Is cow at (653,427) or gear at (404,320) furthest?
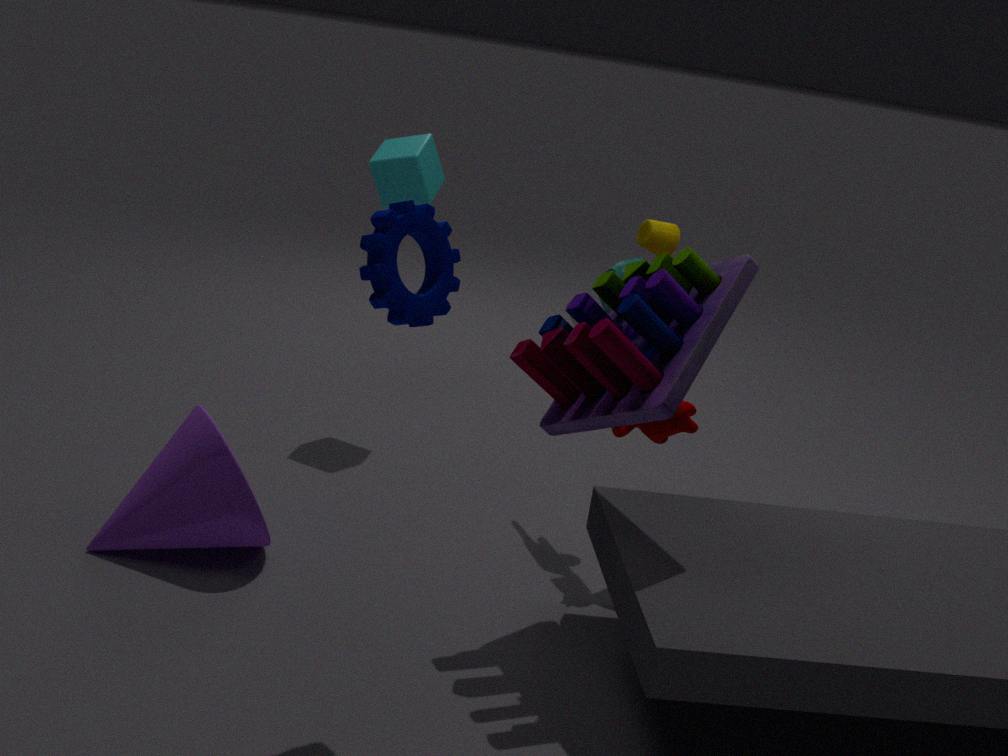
cow at (653,427)
